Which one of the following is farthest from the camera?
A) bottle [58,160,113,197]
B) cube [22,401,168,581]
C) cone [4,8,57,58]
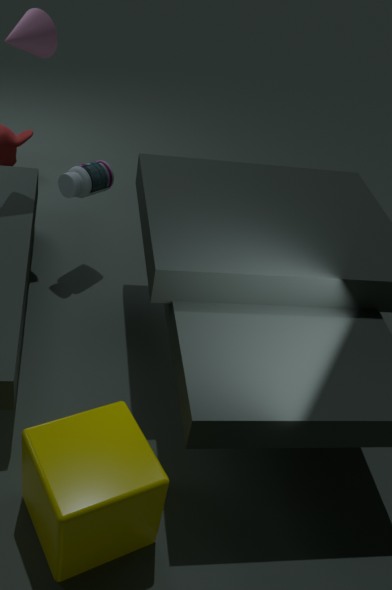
bottle [58,160,113,197]
